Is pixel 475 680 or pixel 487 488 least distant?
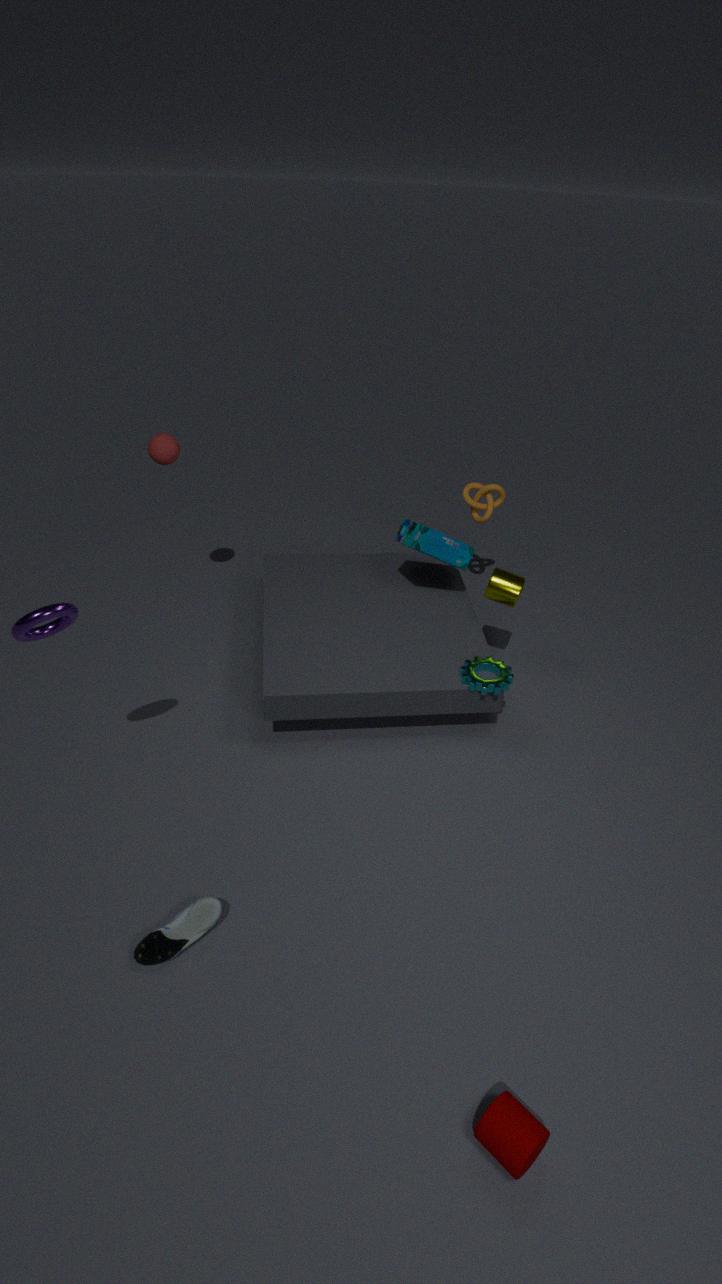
pixel 475 680
